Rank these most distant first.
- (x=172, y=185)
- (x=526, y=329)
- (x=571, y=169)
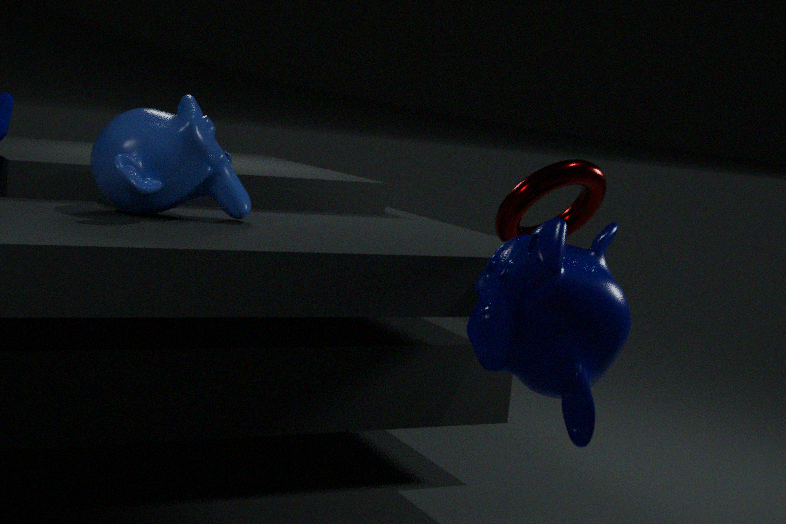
(x=172, y=185) → (x=571, y=169) → (x=526, y=329)
